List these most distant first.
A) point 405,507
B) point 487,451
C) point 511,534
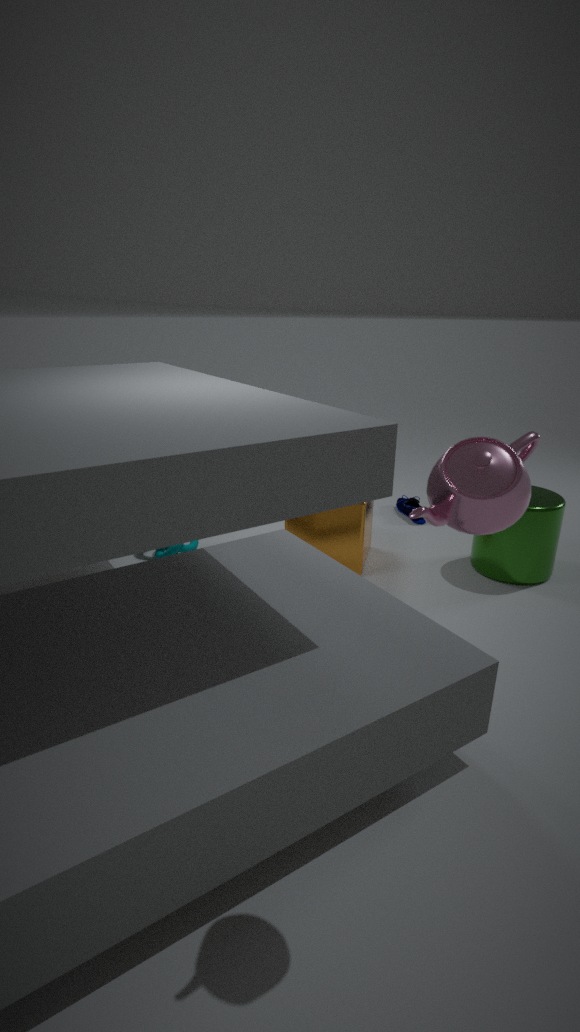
1. point 405,507
2. point 511,534
3. point 487,451
